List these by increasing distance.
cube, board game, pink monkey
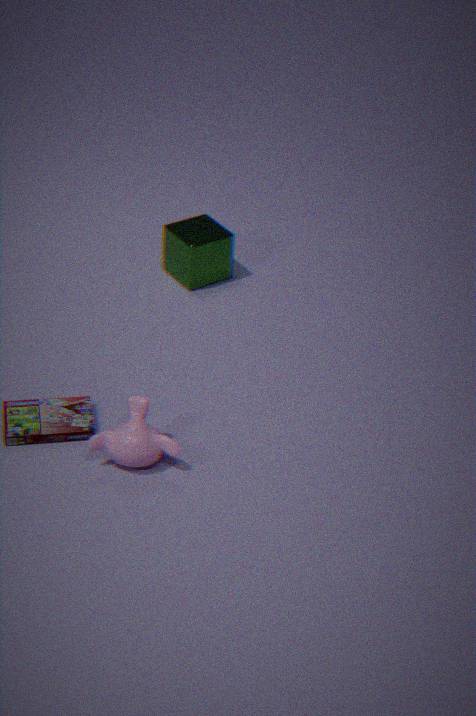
pink monkey < board game < cube
